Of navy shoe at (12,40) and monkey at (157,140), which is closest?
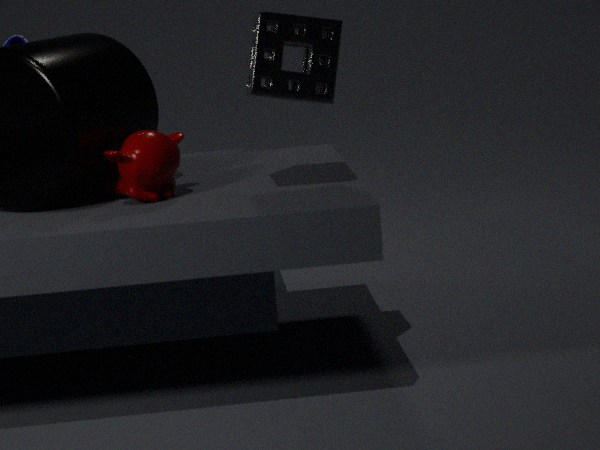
monkey at (157,140)
